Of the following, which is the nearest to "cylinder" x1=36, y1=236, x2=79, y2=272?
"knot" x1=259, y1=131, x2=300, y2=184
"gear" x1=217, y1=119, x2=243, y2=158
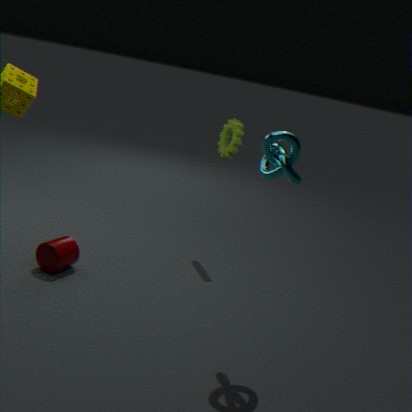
"gear" x1=217, y1=119, x2=243, y2=158
